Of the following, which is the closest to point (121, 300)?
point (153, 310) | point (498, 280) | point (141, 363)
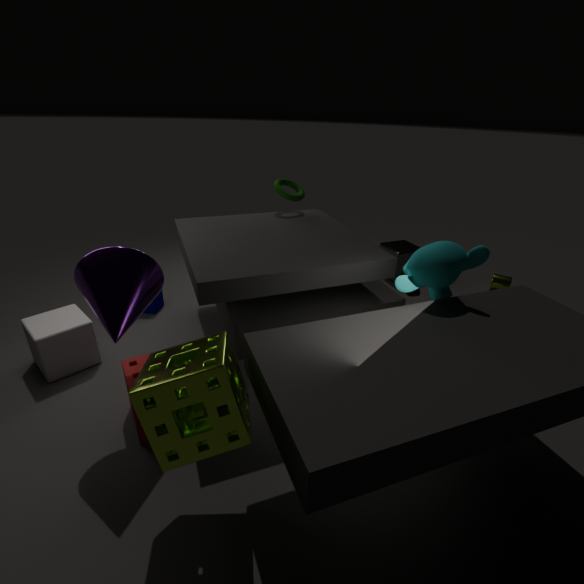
point (141, 363)
